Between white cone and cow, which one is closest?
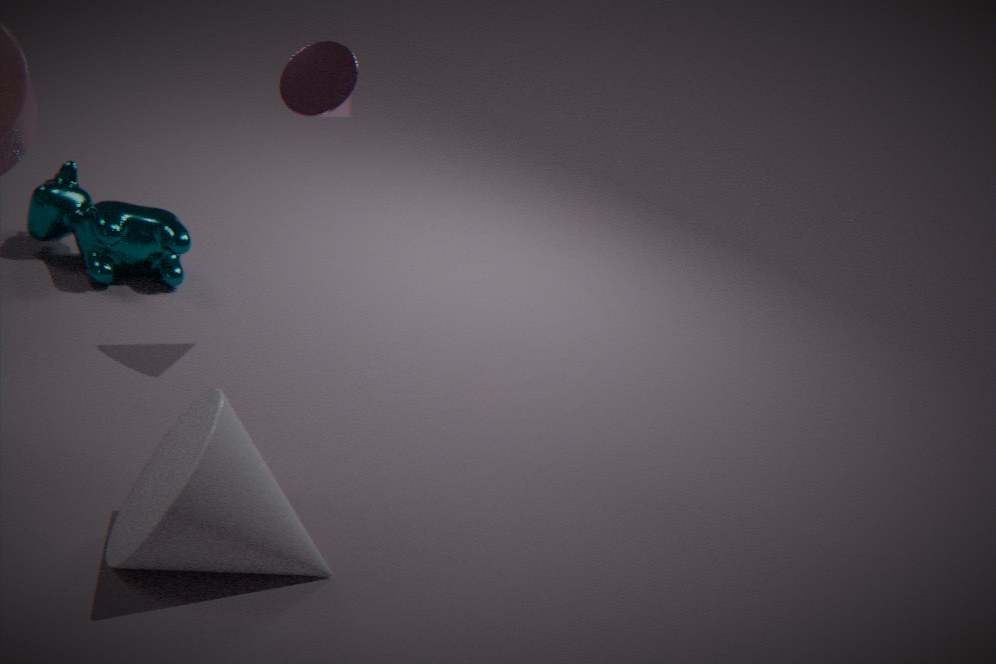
white cone
